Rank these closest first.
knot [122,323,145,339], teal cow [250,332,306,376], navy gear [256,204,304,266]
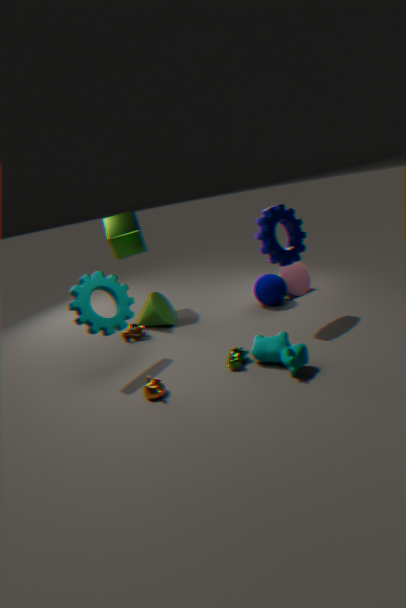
teal cow [250,332,306,376] → navy gear [256,204,304,266] → knot [122,323,145,339]
